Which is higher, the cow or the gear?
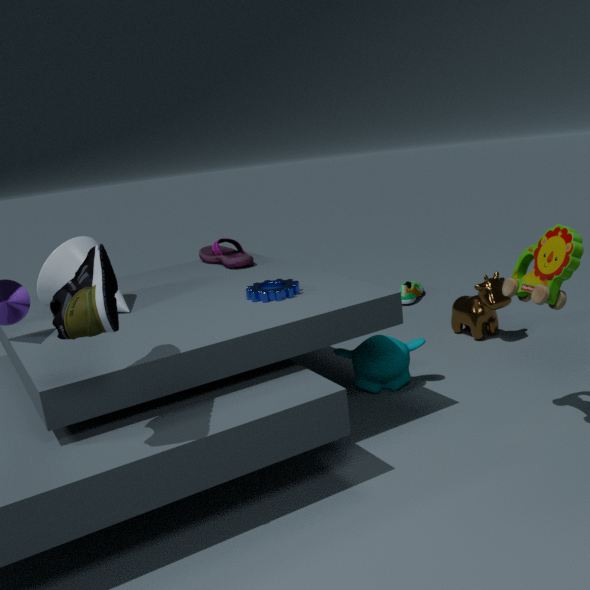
the gear
